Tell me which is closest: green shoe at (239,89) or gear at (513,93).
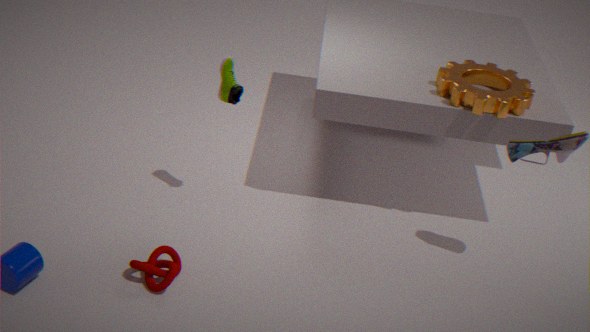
green shoe at (239,89)
